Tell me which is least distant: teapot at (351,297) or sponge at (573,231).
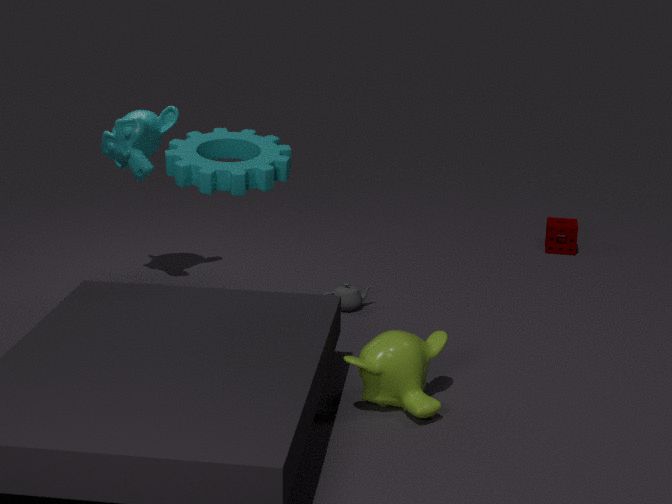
teapot at (351,297)
